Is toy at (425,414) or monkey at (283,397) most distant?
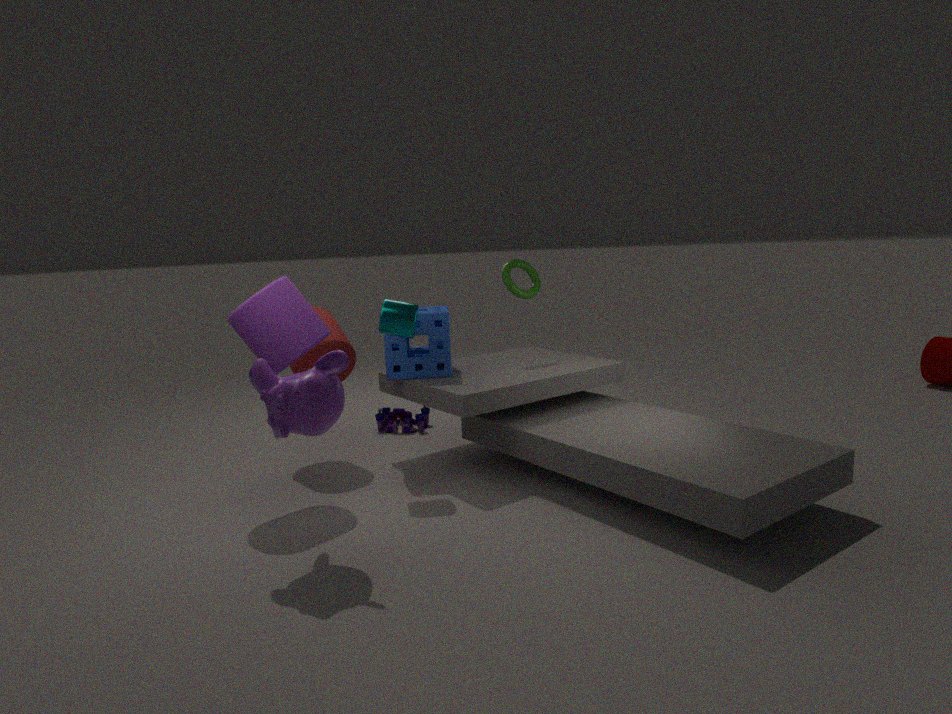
toy at (425,414)
